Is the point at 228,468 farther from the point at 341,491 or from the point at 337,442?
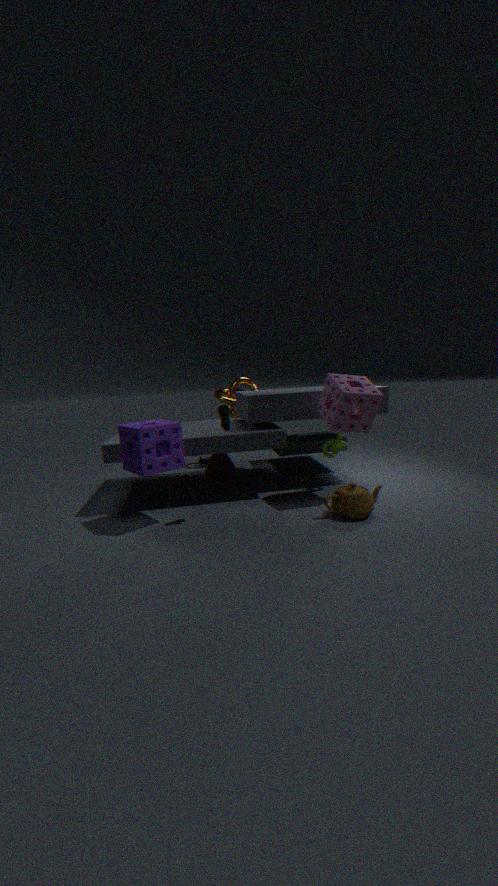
the point at 341,491
